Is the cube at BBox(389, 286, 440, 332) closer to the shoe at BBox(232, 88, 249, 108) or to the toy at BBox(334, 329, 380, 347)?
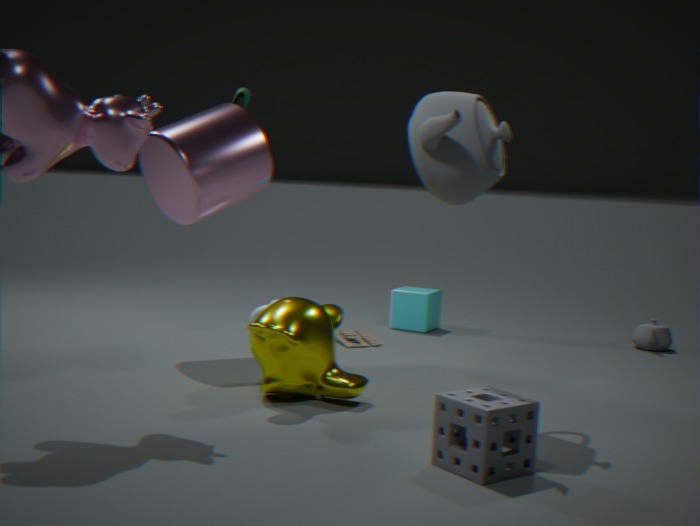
the toy at BBox(334, 329, 380, 347)
